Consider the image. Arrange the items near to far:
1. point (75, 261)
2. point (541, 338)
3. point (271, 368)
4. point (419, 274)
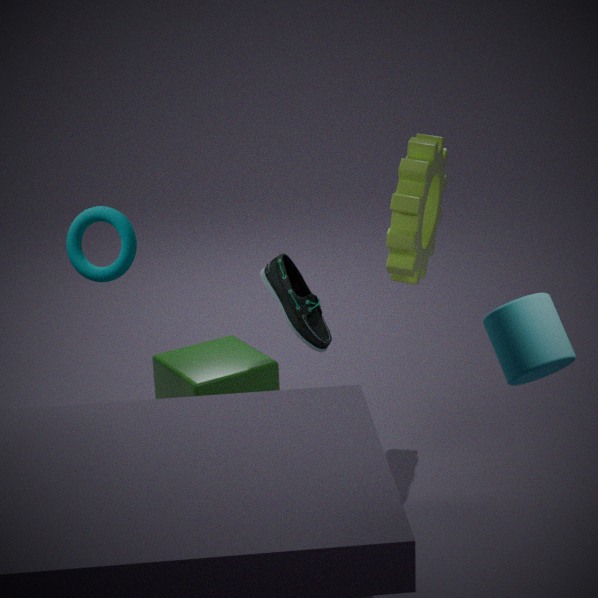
point (541, 338), point (75, 261), point (419, 274), point (271, 368)
